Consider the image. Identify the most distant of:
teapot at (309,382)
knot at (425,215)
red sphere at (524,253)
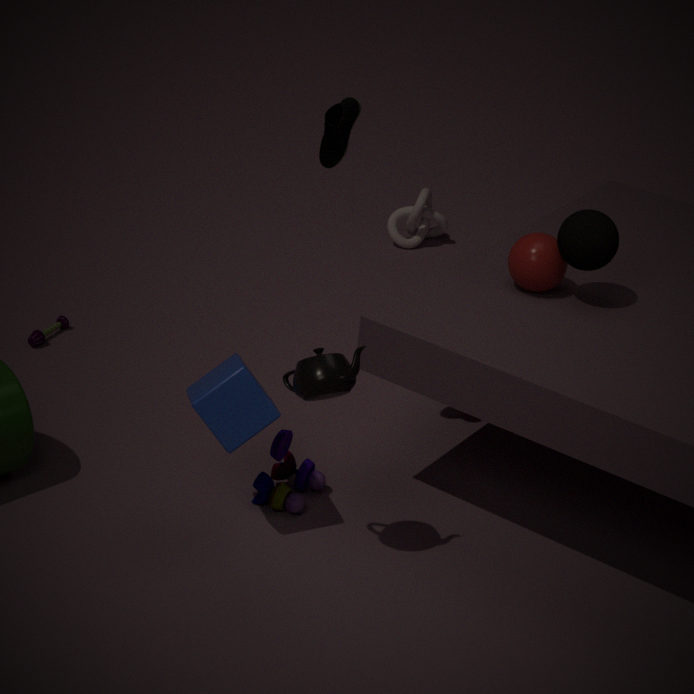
knot at (425,215)
